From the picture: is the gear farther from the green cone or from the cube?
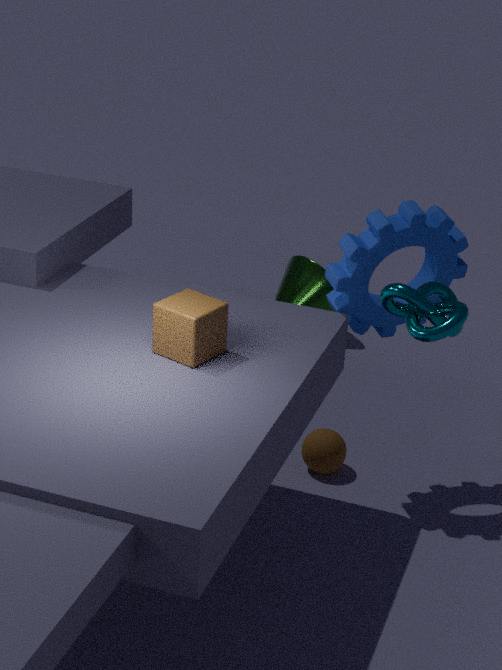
the green cone
